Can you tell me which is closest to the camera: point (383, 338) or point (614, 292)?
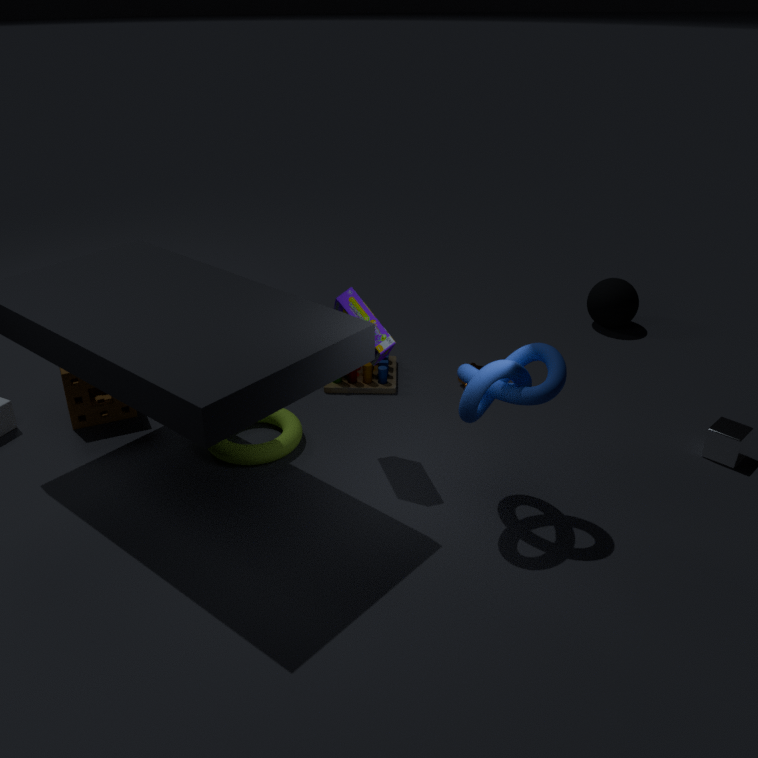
point (383, 338)
